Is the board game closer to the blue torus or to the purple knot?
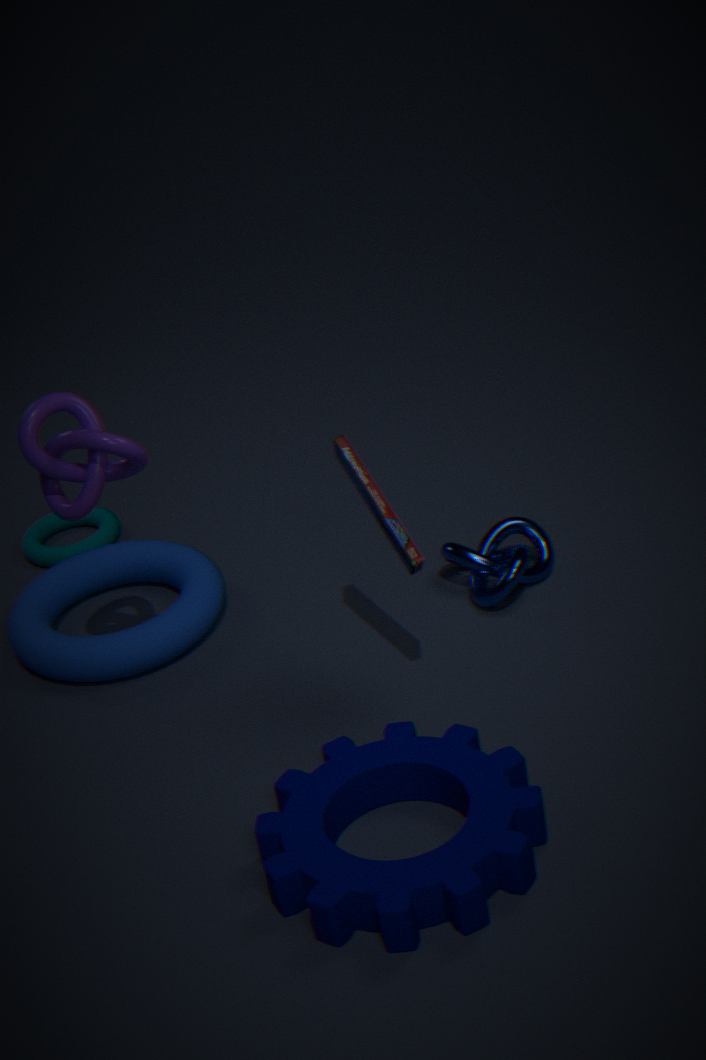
the purple knot
